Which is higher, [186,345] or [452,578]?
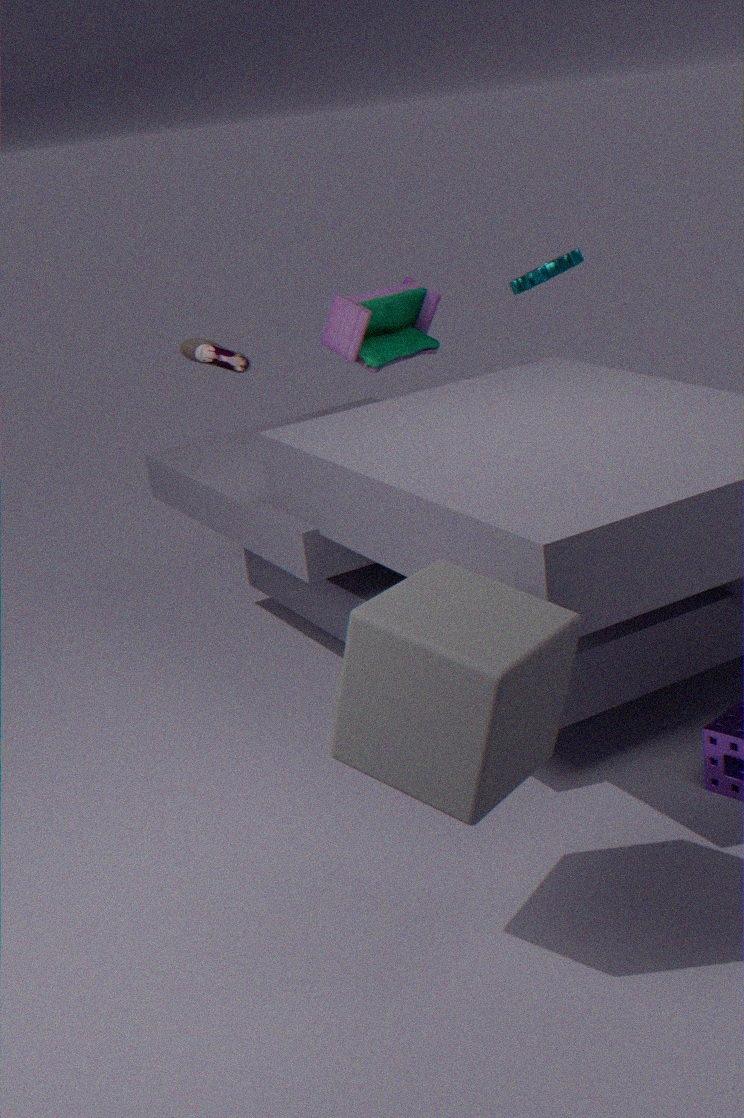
[186,345]
